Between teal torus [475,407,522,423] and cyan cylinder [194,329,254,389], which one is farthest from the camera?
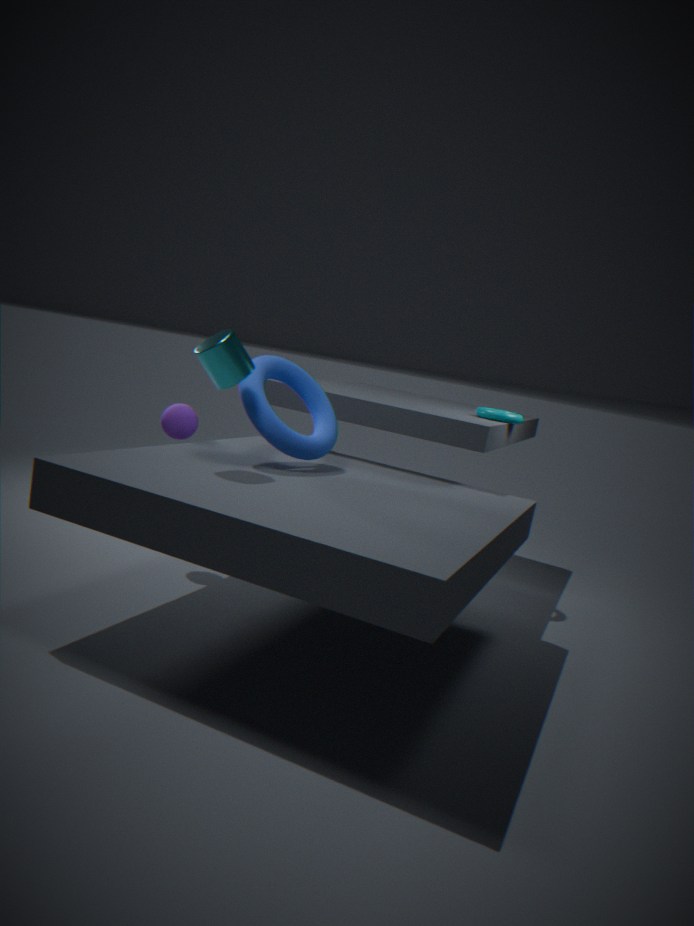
teal torus [475,407,522,423]
